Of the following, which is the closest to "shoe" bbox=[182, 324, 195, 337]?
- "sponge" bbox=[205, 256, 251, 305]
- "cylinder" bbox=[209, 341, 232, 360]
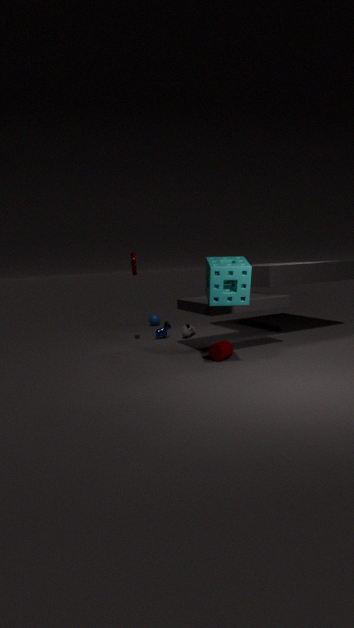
"cylinder" bbox=[209, 341, 232, 360]
